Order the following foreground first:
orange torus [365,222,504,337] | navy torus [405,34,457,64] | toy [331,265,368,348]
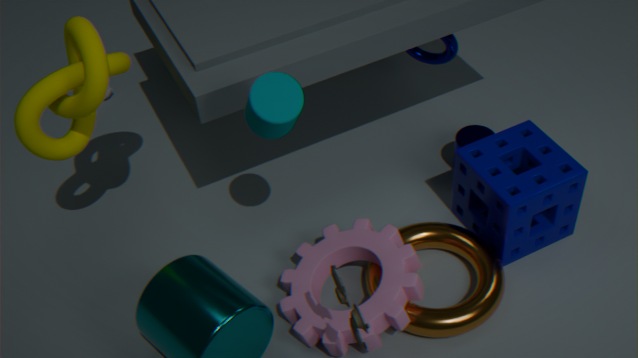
toy [331,265,368,348] < orange torus [365,222,504,337] < navy torus [405,34,457,64]
